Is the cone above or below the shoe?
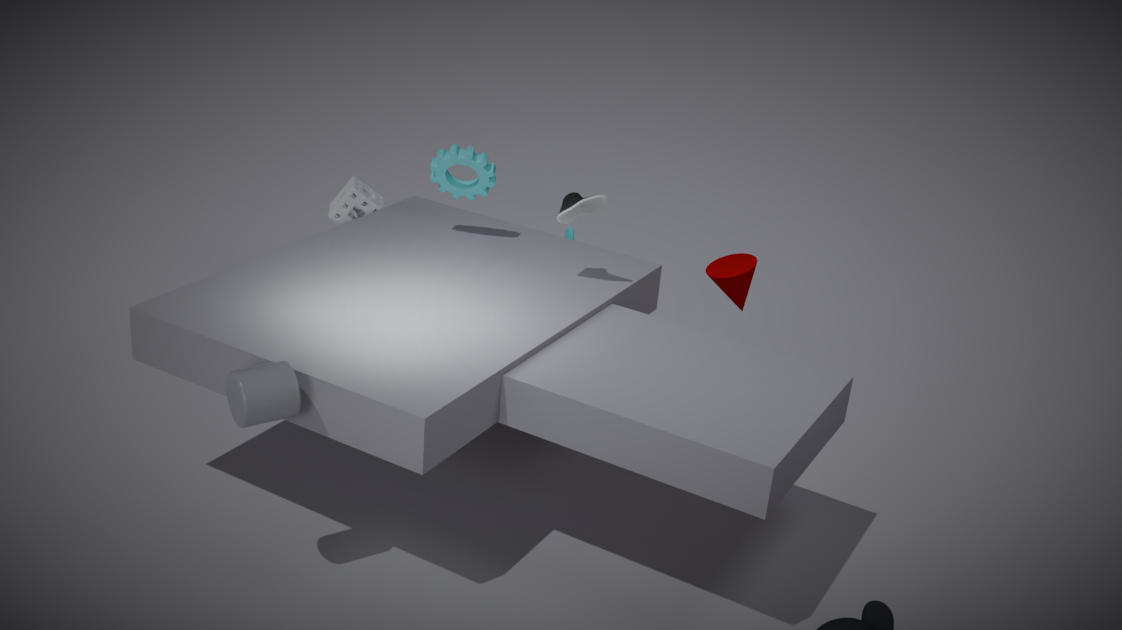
below
